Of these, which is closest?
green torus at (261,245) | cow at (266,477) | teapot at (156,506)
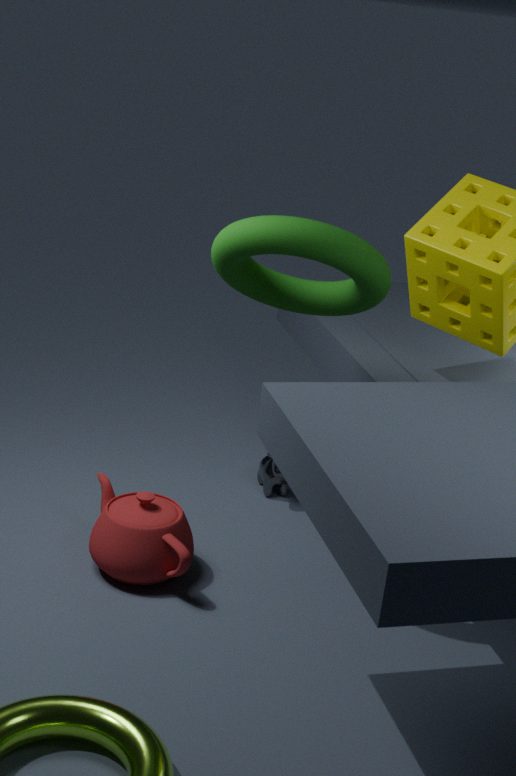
green torus at (261,245)
